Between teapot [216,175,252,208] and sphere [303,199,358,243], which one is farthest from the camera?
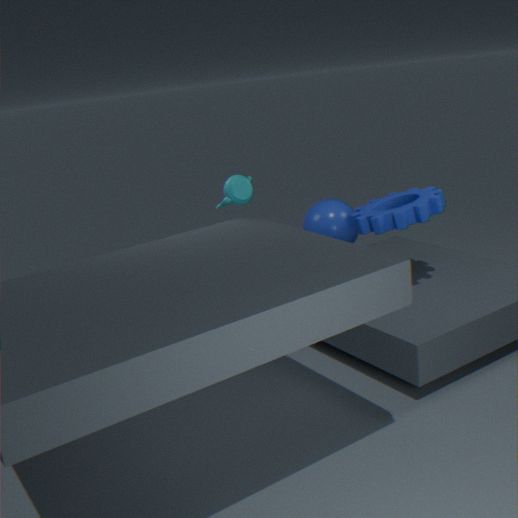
sphere [303,199,358,243]
